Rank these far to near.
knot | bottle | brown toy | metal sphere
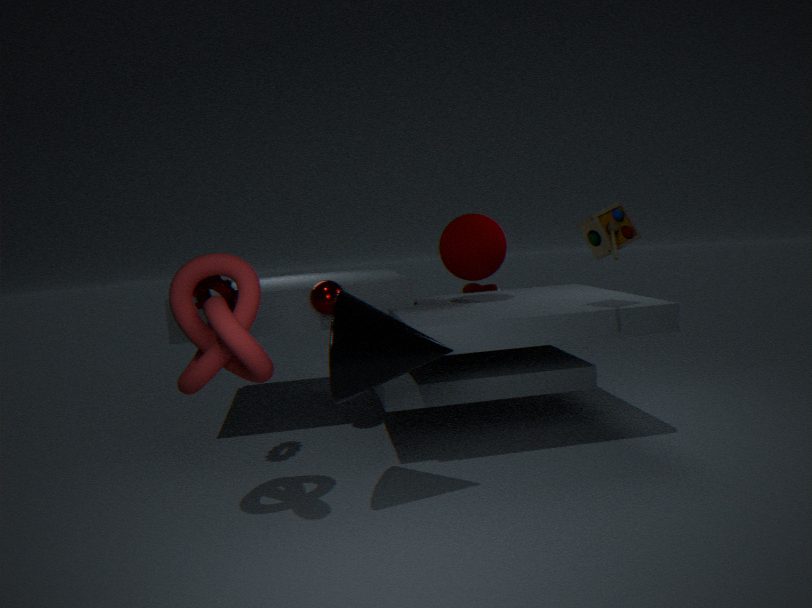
bottle
metal sphere
brown toy
knot
